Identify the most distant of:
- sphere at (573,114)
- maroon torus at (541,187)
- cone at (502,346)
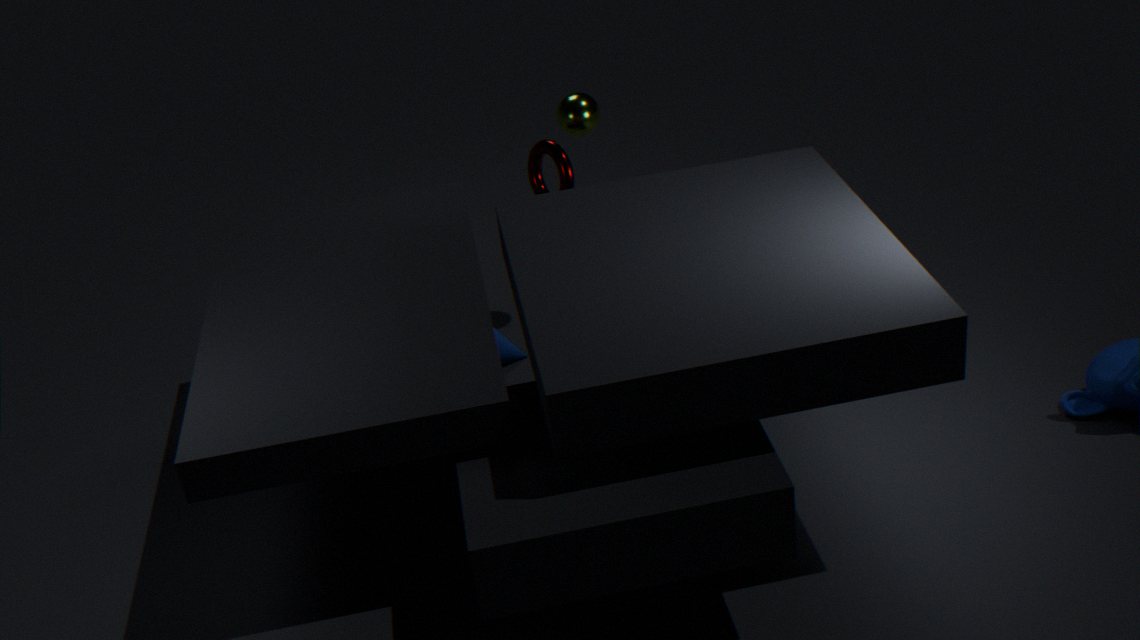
cone at (502,346)
